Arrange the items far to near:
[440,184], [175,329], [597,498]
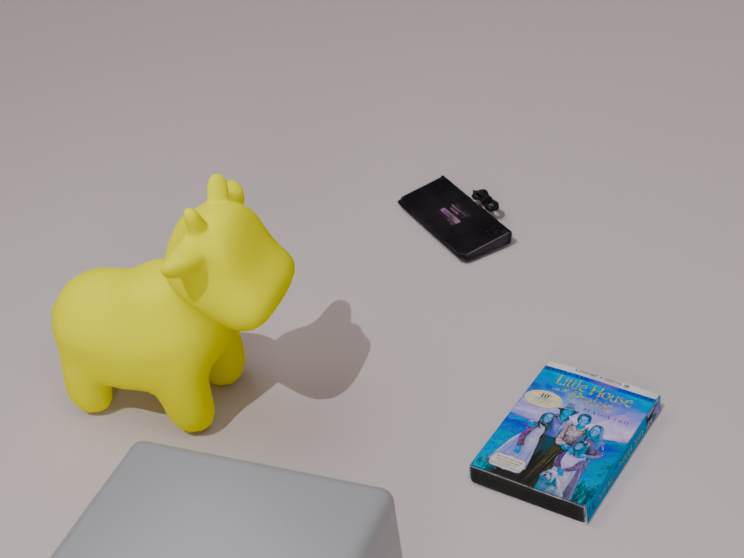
[440,184] < [175,329] < [597,498]
